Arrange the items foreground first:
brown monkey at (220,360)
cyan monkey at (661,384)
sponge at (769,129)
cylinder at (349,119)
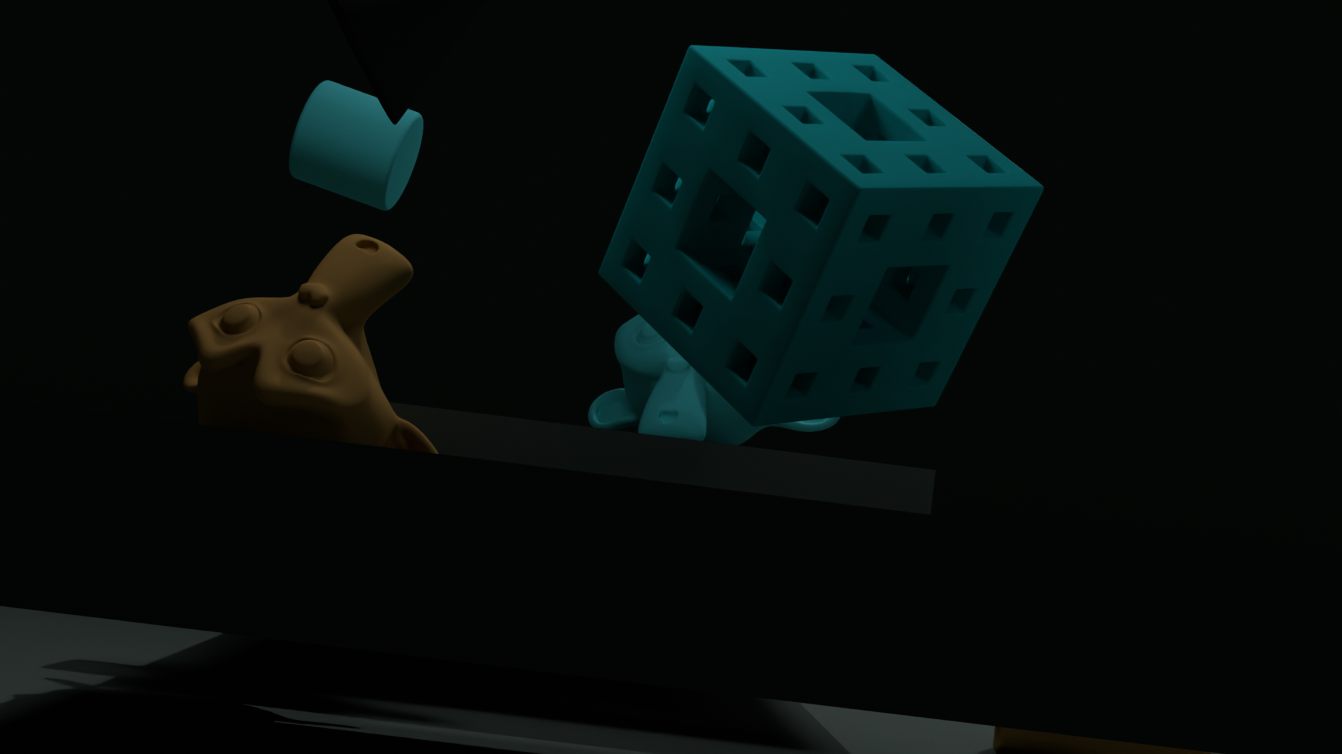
sponge at (769,129) < brown monkey at (220,360) < cylinder at (349,119) < cyan monkey at (661,384)
